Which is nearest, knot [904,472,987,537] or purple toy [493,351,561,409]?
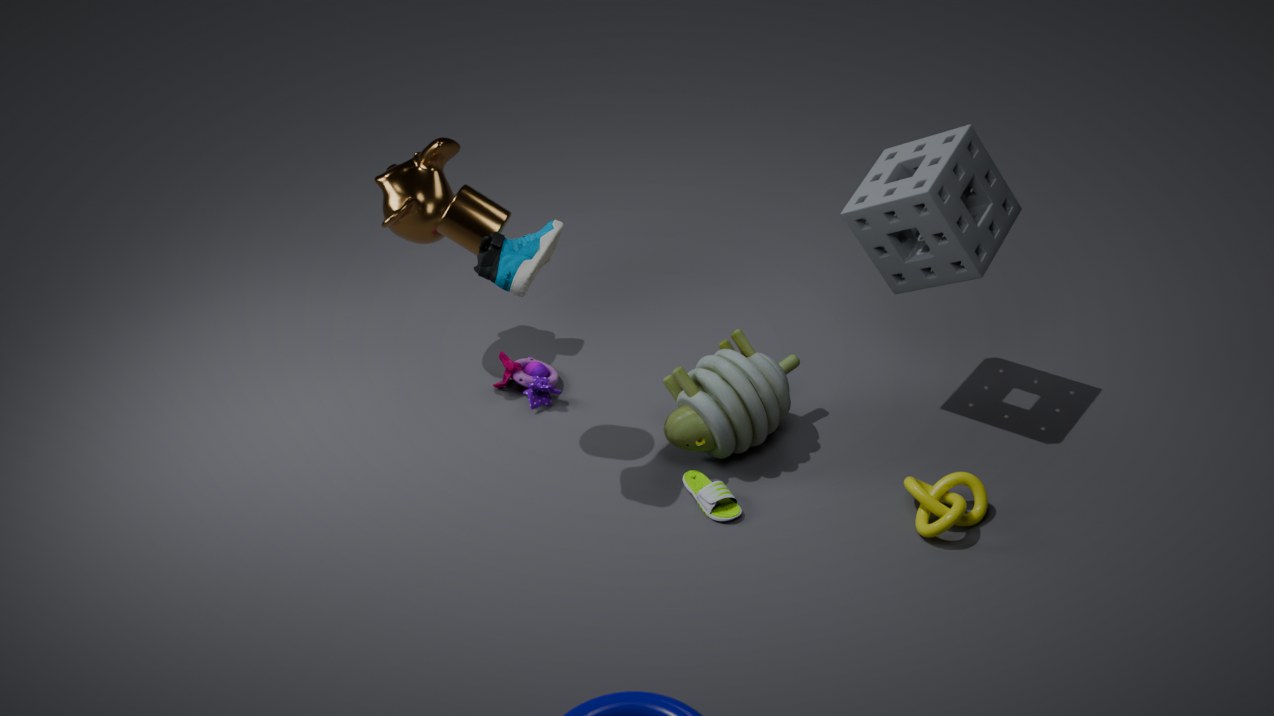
knot [904,472,987,537]
